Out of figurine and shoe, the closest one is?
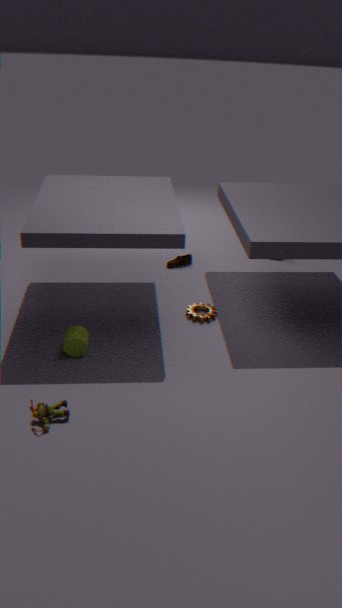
figurine
